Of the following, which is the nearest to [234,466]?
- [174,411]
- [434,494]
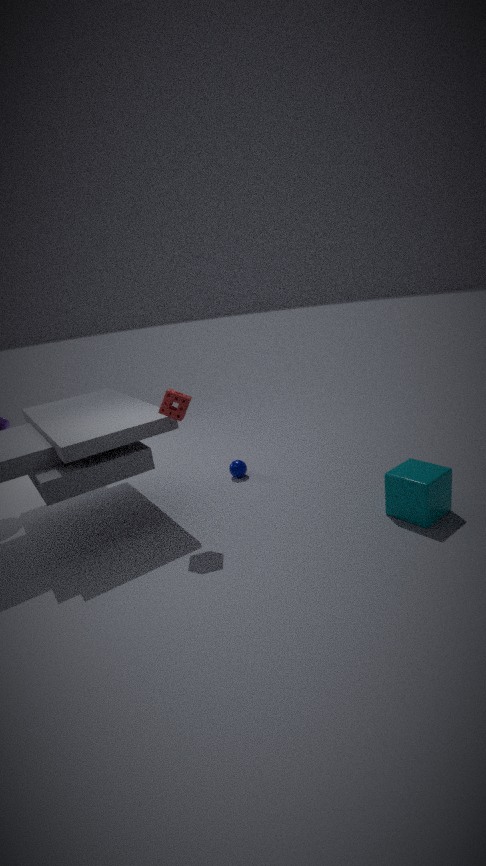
[174,411]
